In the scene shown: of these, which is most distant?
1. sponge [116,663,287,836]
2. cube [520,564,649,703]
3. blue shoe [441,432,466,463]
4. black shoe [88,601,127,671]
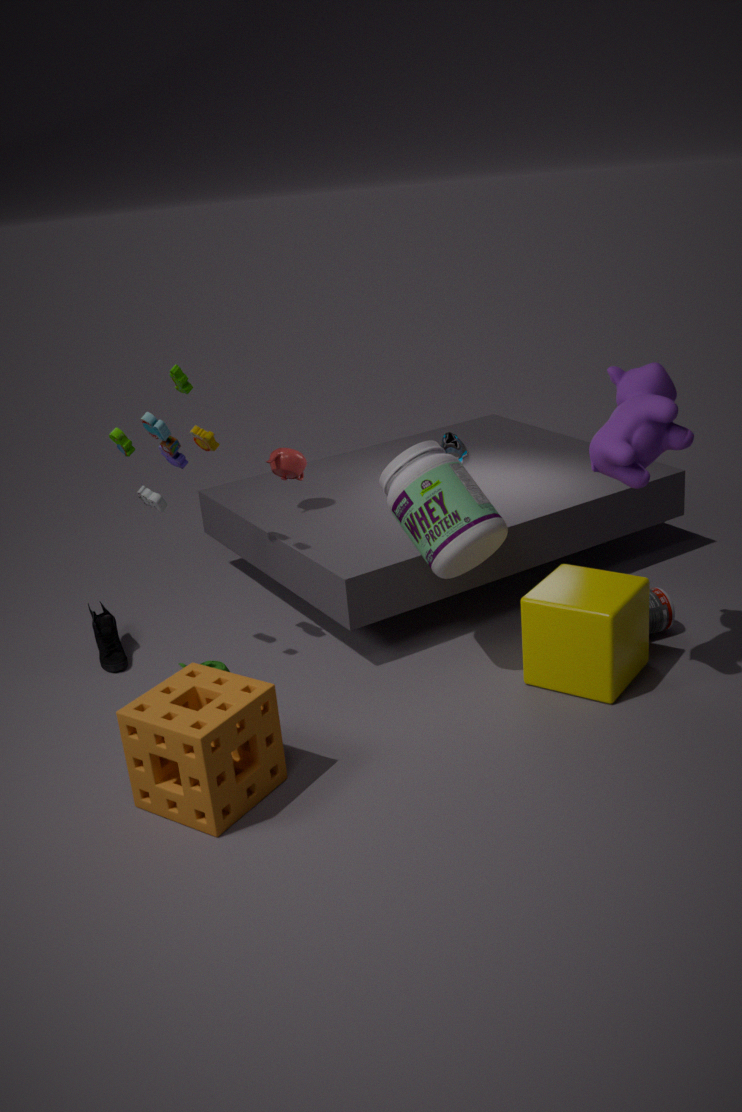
blue shoe [441,432,466,463]
